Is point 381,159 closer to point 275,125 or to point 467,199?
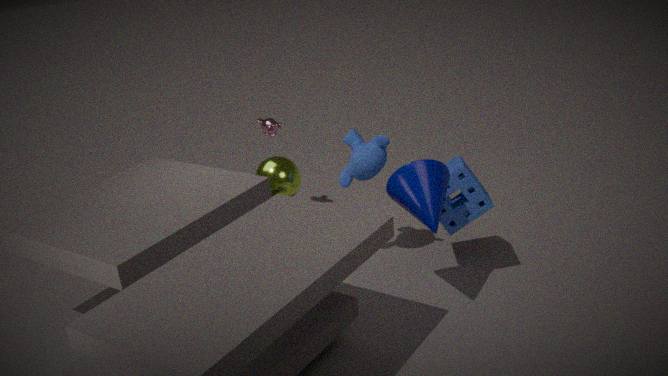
point 467,199
